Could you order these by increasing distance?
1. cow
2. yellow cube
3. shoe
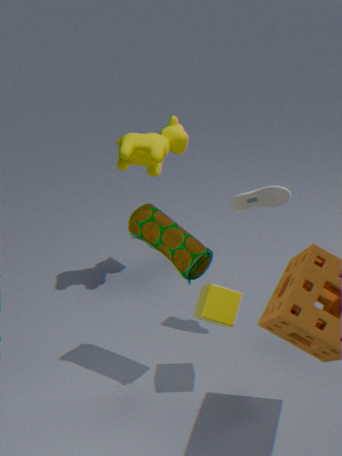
yellow cube < shoe < cow
